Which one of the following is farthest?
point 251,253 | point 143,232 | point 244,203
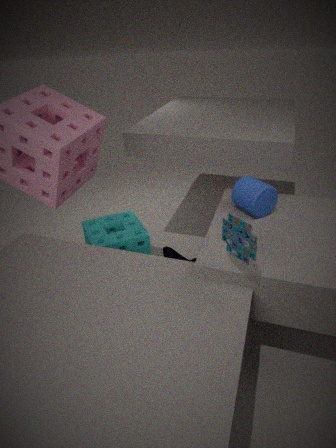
point 143,232
